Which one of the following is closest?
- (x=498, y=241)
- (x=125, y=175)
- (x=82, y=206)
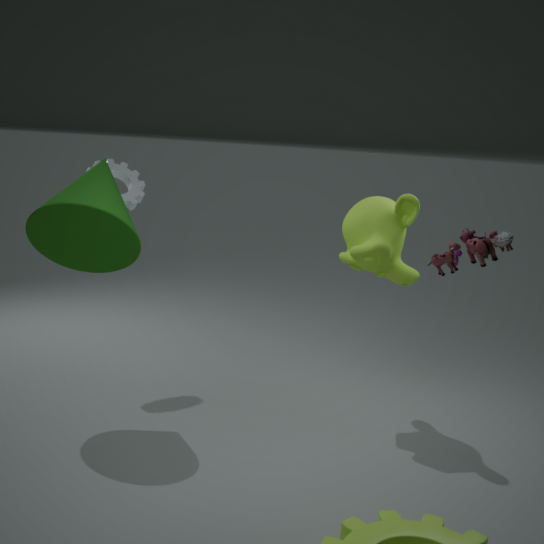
(x=498, y=241)
